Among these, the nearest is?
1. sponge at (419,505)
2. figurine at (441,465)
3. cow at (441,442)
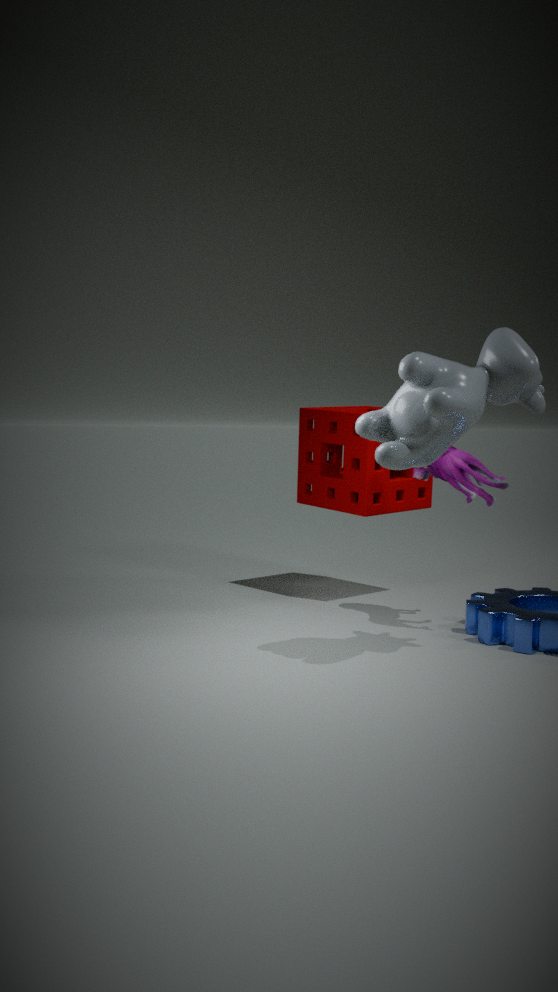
cow at (441,442)
